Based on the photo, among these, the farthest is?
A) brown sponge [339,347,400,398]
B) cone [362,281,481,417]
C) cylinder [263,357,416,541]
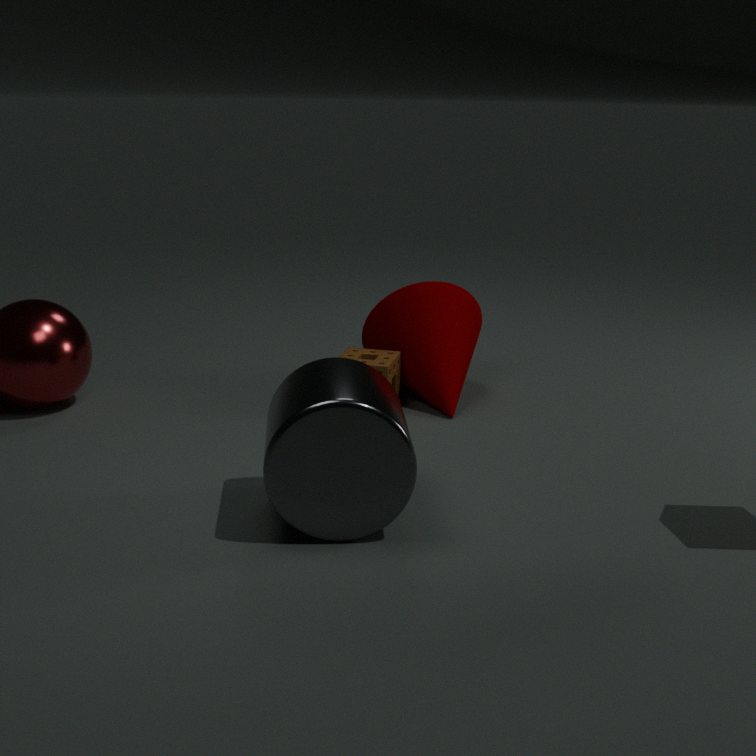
cone [362,281,481,417]
